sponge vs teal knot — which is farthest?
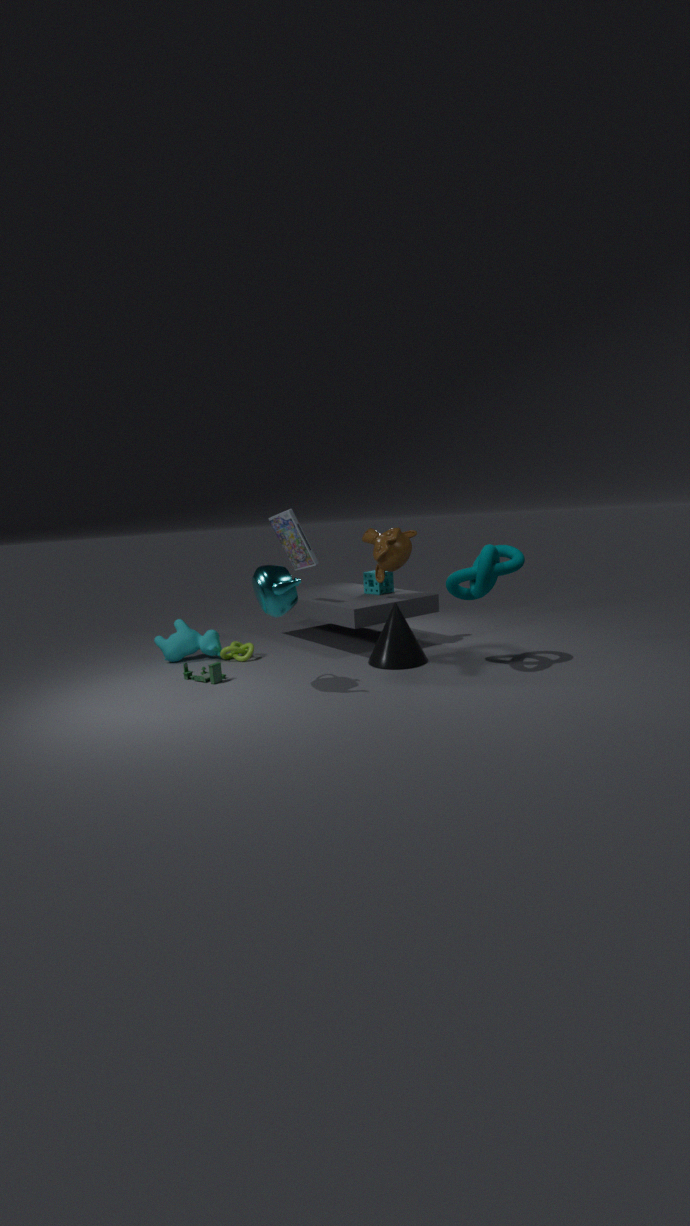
sponge
